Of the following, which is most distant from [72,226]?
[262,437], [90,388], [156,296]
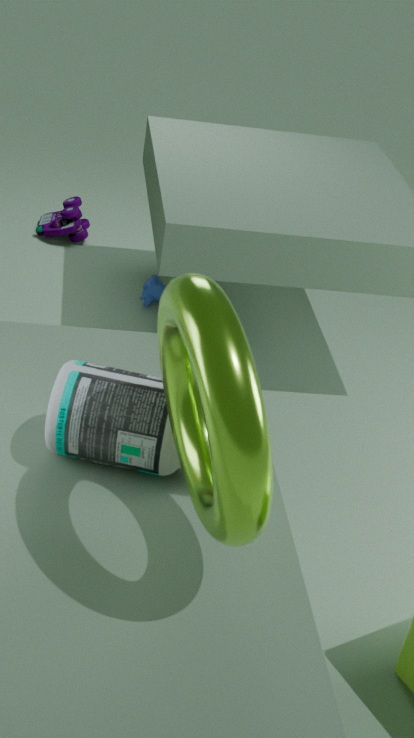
[262,437]
